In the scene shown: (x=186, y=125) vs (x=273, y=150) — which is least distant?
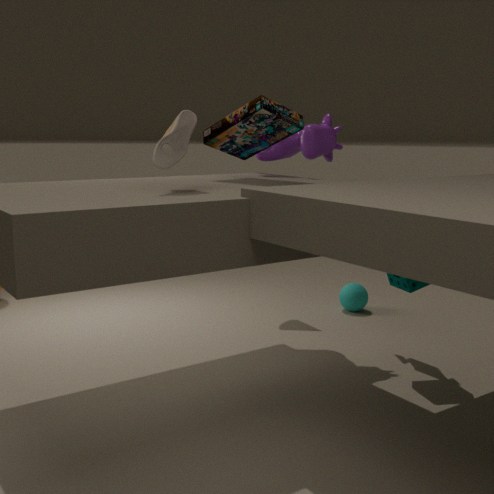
(x=186, y=125)
